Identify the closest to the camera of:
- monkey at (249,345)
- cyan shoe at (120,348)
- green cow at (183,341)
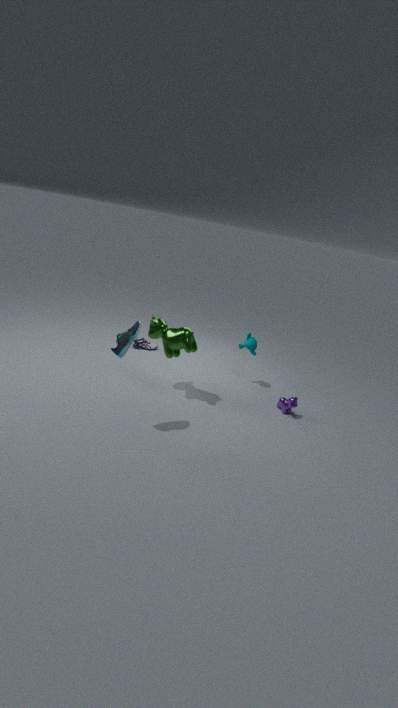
cyan shoe at (120,348)
